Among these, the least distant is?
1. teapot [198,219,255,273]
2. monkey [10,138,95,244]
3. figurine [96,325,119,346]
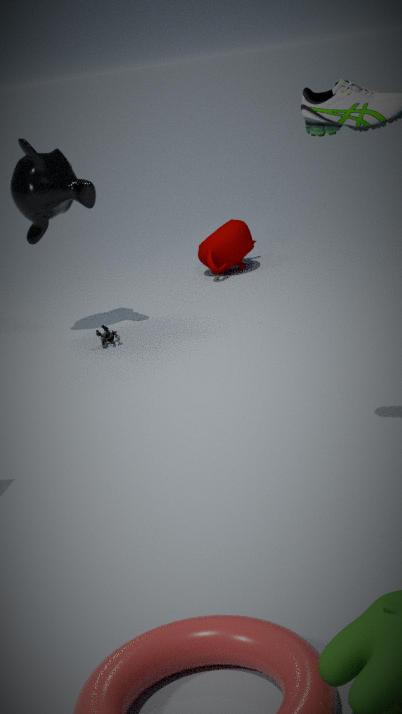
monkey [10,138,95,244]
